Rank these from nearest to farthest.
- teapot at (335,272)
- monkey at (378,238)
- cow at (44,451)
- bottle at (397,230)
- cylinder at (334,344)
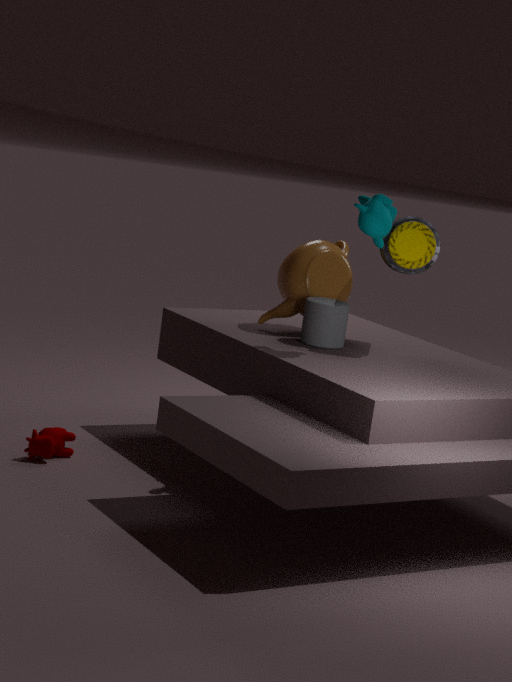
monkey at (378,238), cow at (44,451), bottle at (397,230), cylinder at (334,344), teapot at (335,272)
